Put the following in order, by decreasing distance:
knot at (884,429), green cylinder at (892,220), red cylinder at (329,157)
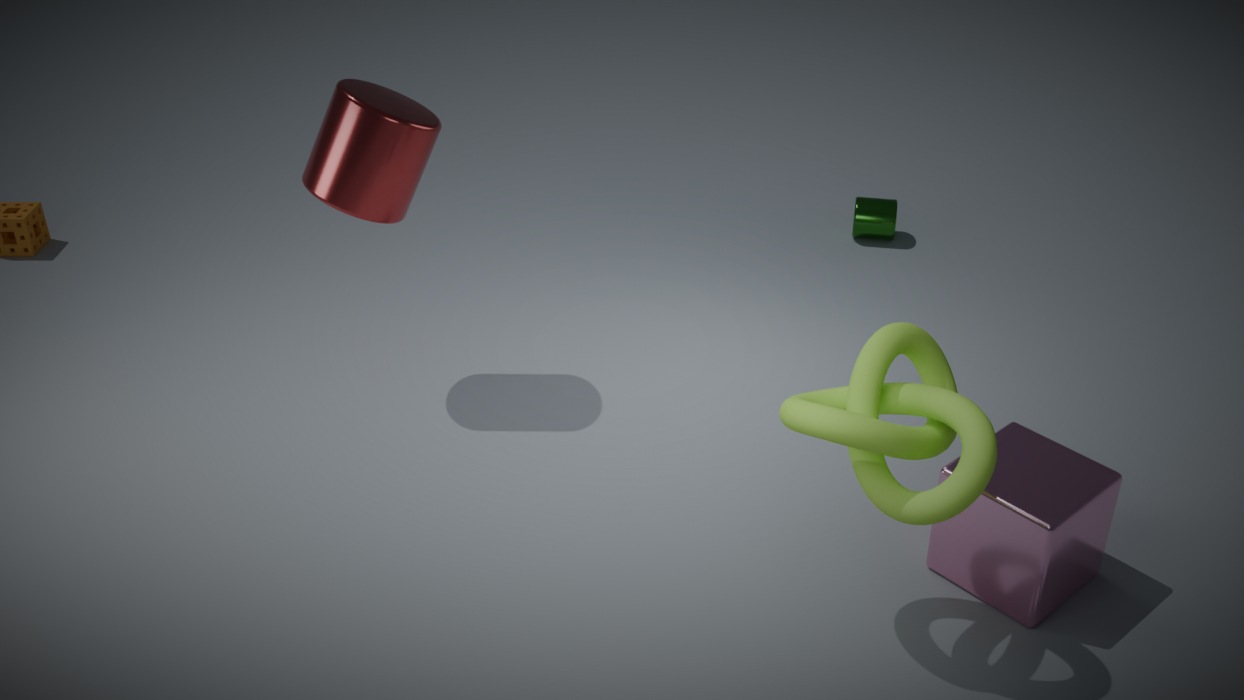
green cylinder at (892,220) < red cylinder at (329,157) < knot at (884,429)
